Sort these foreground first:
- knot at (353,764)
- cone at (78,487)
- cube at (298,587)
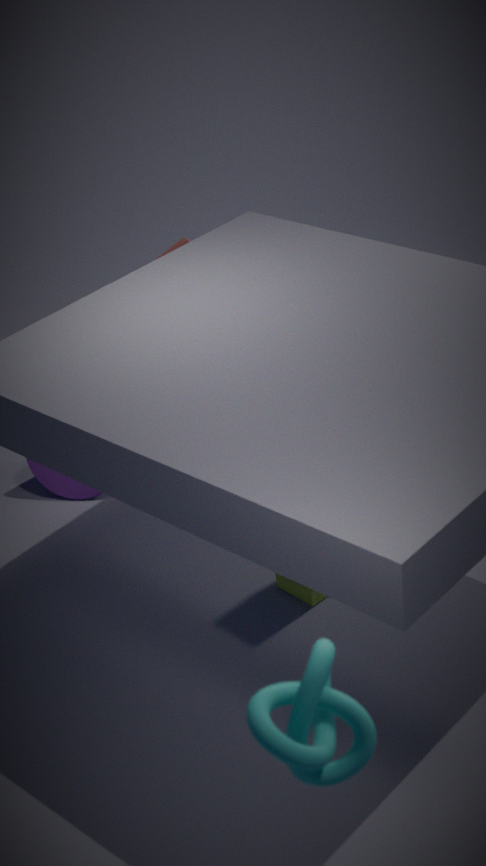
1. knot at (353,764)
2. cube at (298,587)
3. cone at (78,487)
